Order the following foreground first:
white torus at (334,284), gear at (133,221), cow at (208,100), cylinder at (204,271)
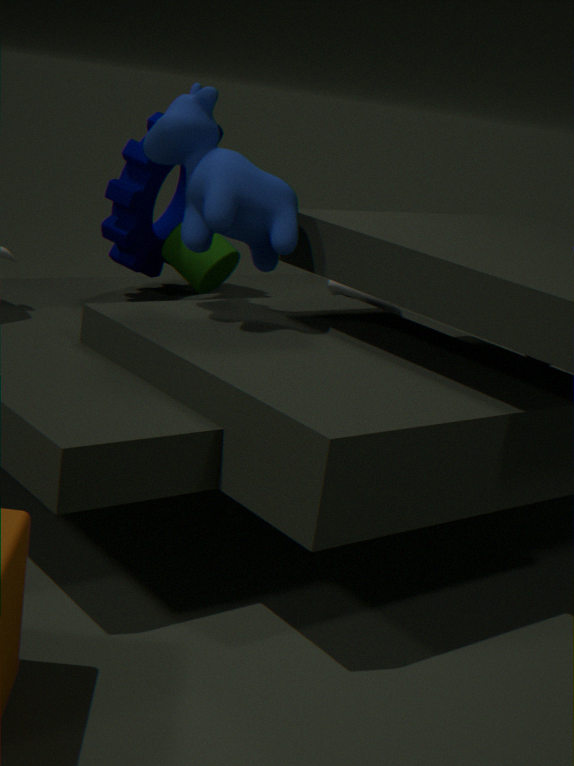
cow at (208,100)
gear at (133,221)
cylinder at (204,271)
white torus at (334,284)
